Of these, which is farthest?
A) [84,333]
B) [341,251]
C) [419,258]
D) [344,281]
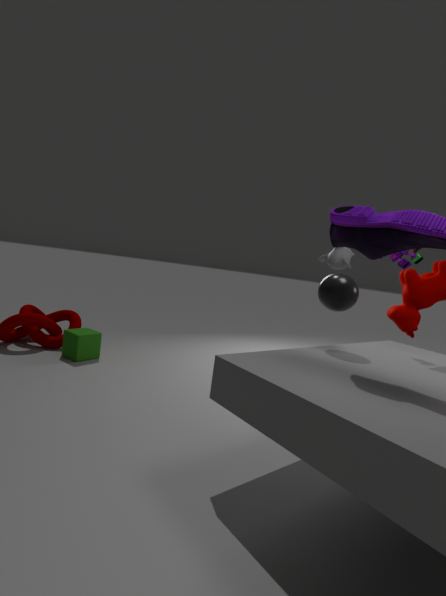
[84,333]
